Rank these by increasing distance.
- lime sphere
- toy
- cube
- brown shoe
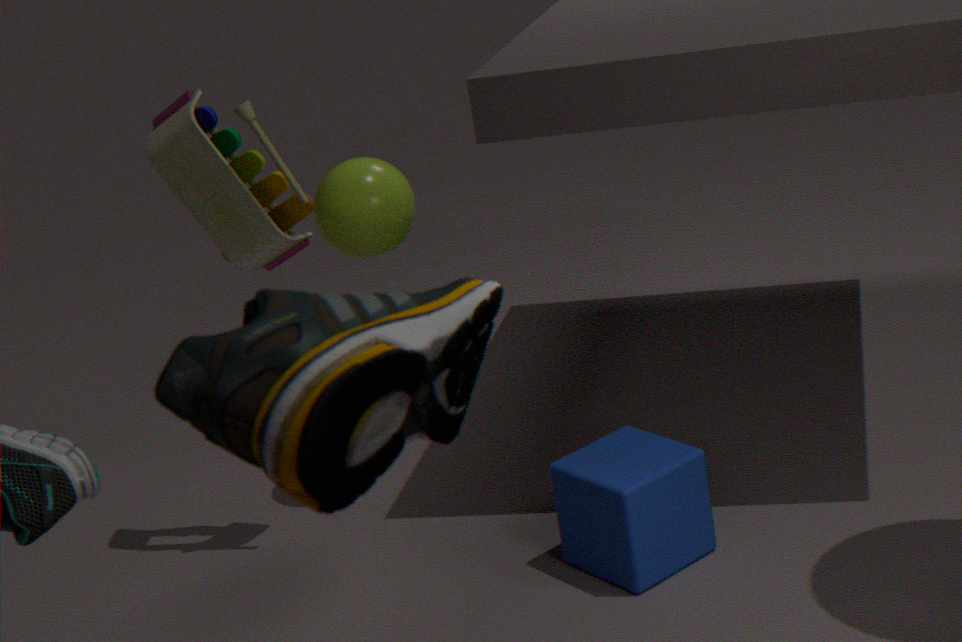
brown shoe, cube, toy, lime sphere
